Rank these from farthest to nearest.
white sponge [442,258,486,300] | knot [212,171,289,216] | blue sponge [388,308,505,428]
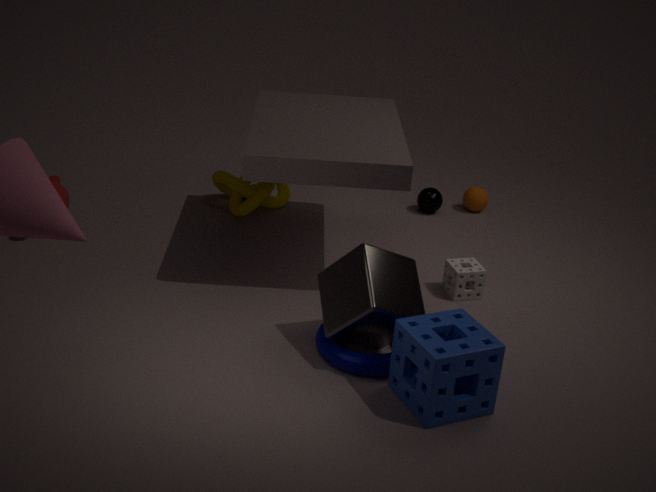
1. knot [212,171,289,216]
2. white sponge [442,258,486,300]
3. blue sponge [388,308,505,428]
